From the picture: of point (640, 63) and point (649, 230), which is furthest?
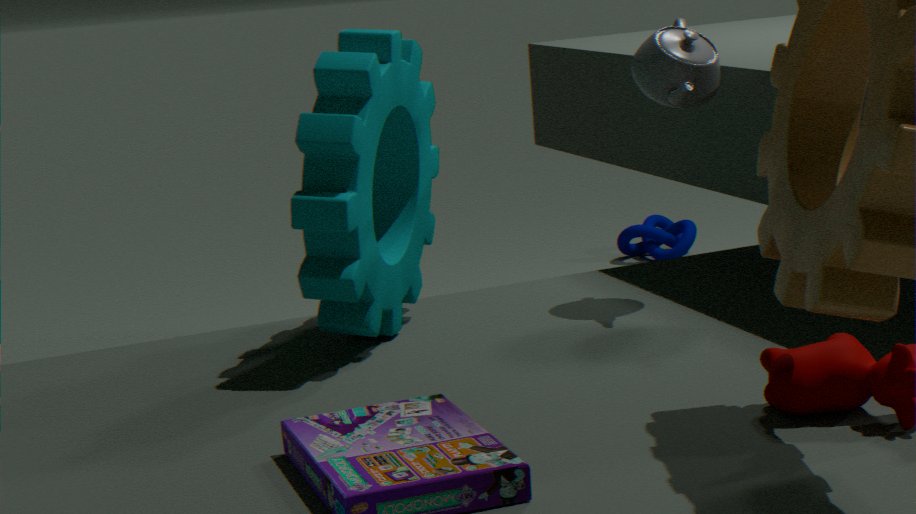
point (649, 230)
